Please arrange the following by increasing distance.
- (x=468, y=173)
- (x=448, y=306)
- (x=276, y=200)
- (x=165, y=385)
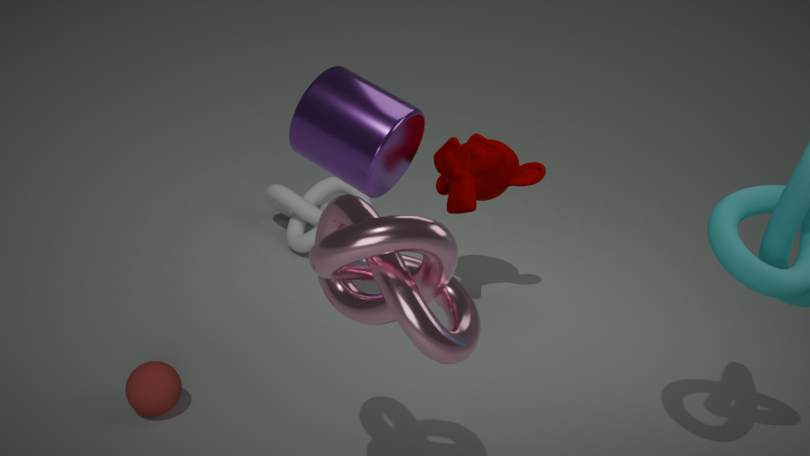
(x=448, y=306) → (x=165, y=385) → (x=468, y=173) → (x=276, y=200)
